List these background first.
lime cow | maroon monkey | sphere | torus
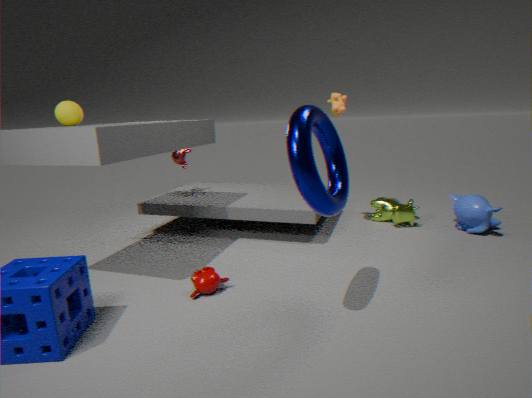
lime cow
sphere
maroon monkey
torus
